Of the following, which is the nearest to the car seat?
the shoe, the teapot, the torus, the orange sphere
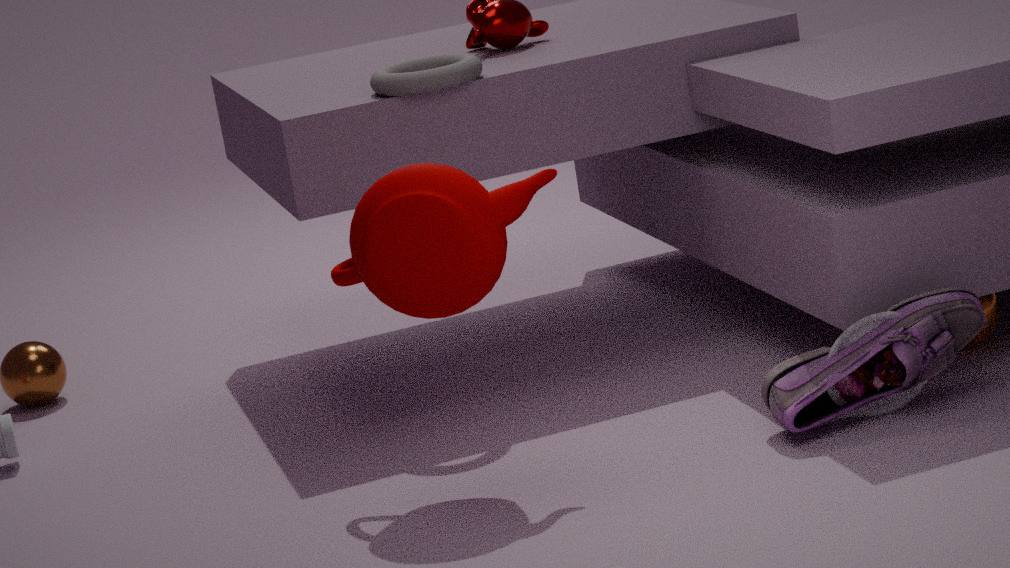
the shoe
